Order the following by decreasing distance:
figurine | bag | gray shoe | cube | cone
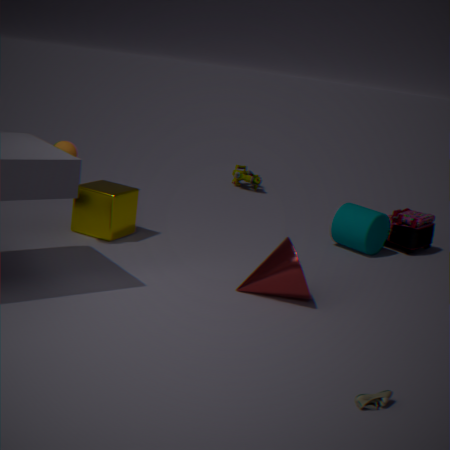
figurine < bag < cube < cone < gray shoe
